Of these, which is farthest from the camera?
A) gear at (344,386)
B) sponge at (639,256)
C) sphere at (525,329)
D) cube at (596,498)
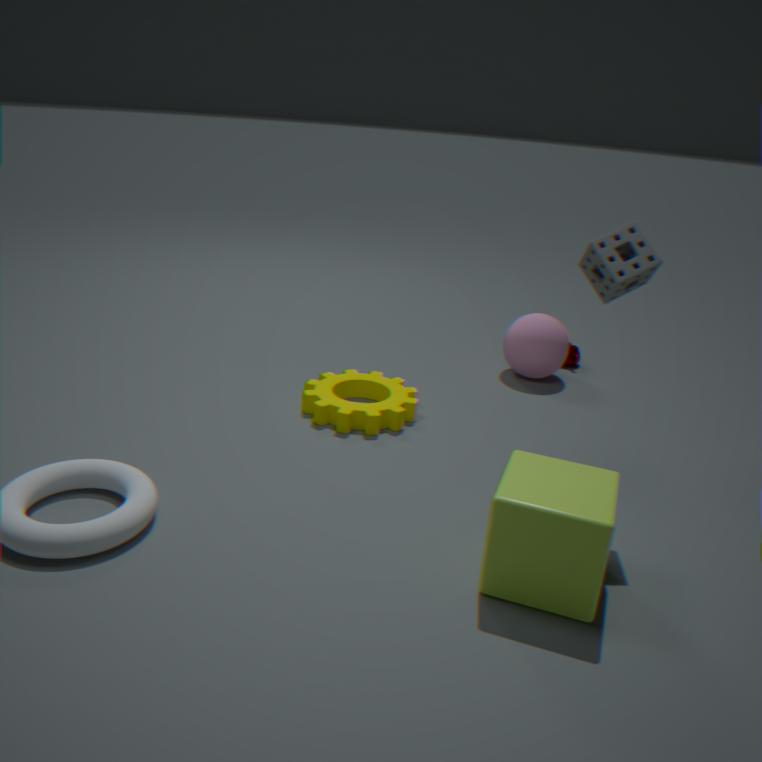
sphere at (525,329)
